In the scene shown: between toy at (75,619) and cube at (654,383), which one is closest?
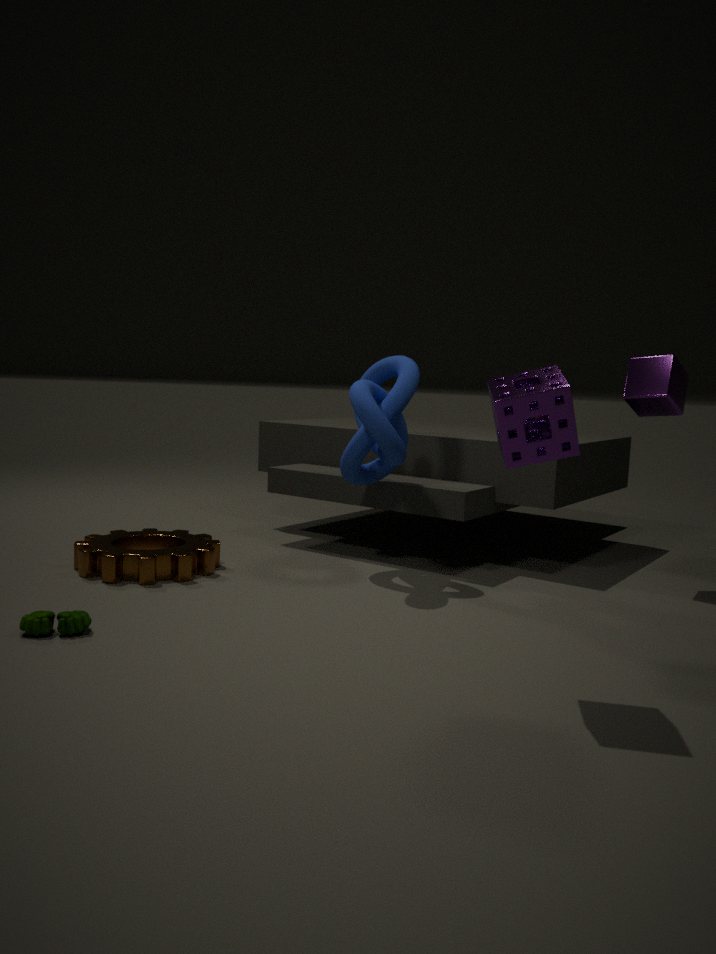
toy at (75,619)
